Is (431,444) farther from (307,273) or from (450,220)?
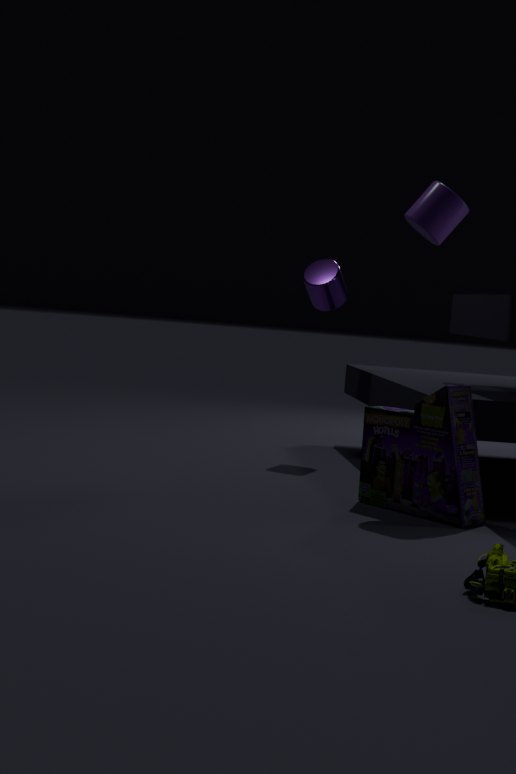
(307,273)
